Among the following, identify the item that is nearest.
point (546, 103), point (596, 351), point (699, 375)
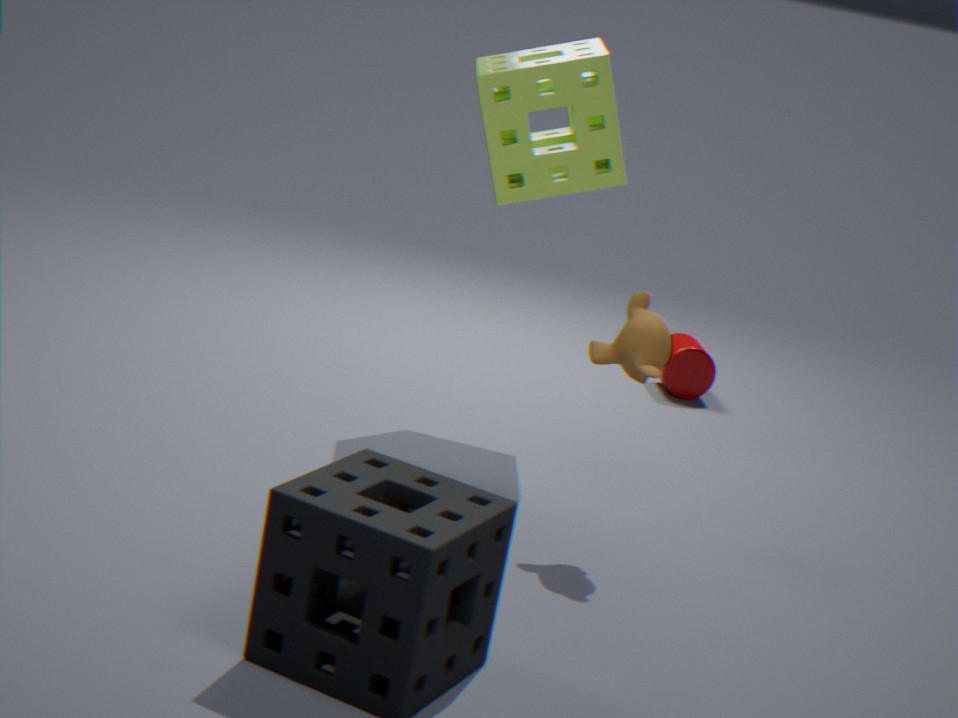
point (596, 351)
